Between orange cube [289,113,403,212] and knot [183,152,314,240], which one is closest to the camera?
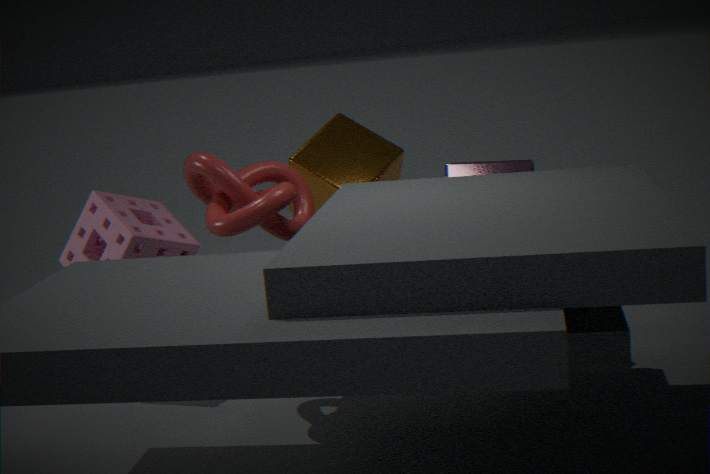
knot [183,152,314,240]
